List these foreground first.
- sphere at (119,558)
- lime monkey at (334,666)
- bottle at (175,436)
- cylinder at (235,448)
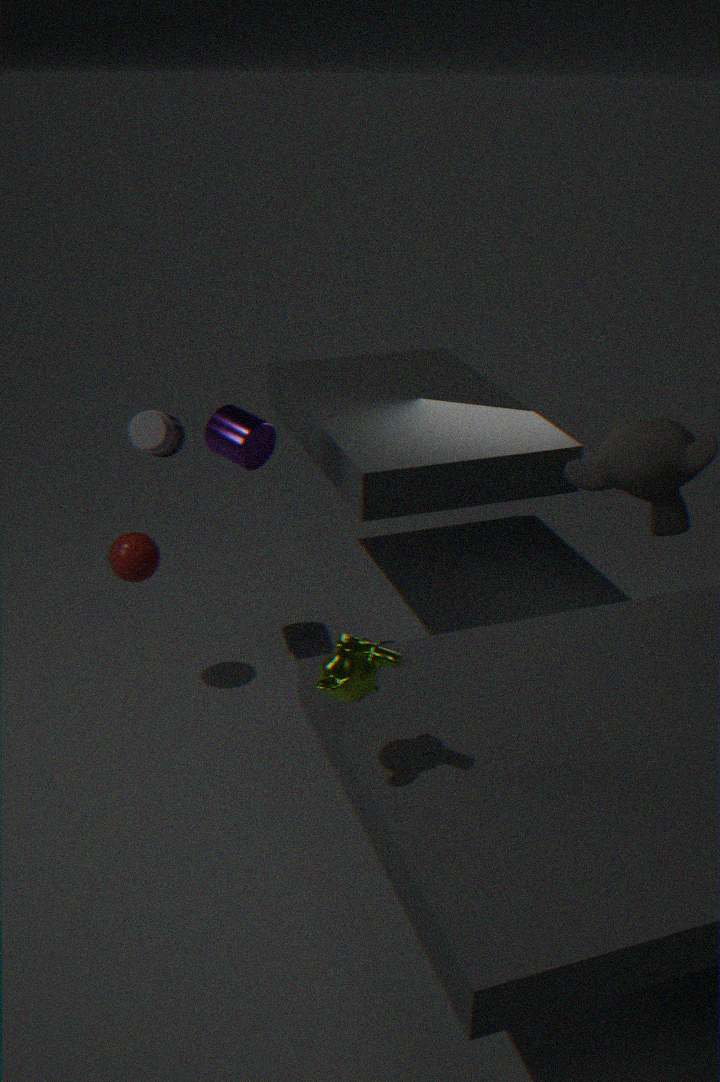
1. lime monkey at (334,666)
2. cylinder at (235,448)
3. bottle at (175,436)
4. sphere at (119,558)
